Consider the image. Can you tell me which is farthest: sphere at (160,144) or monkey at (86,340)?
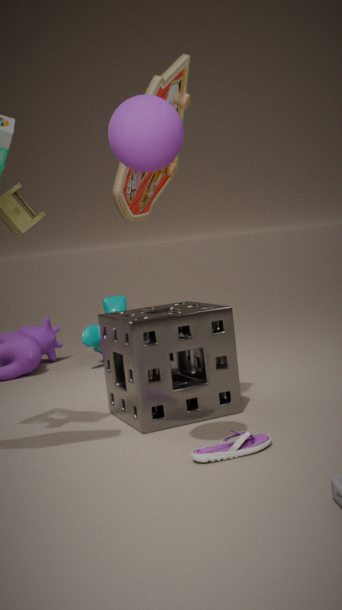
monkey at (86,340)
